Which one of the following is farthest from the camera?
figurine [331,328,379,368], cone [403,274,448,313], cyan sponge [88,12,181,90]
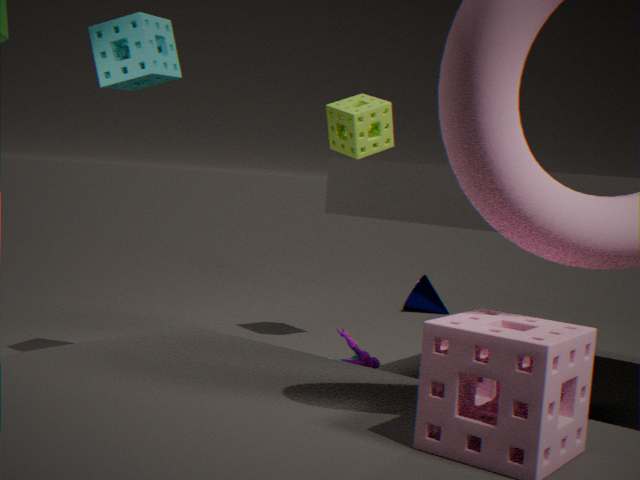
cone [403,274,448,313]
